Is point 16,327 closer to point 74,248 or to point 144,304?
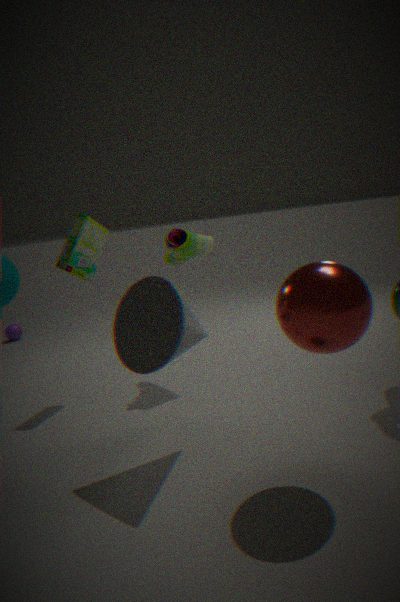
point 74,248
